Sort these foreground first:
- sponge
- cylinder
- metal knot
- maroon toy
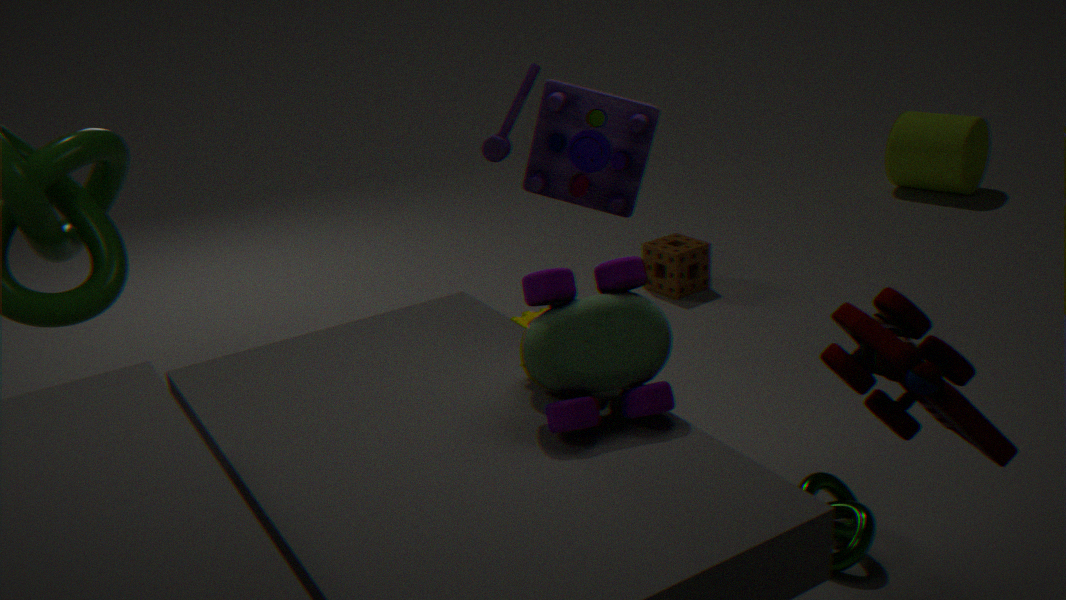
maroon toy → metal knot → sponge → cylinder
